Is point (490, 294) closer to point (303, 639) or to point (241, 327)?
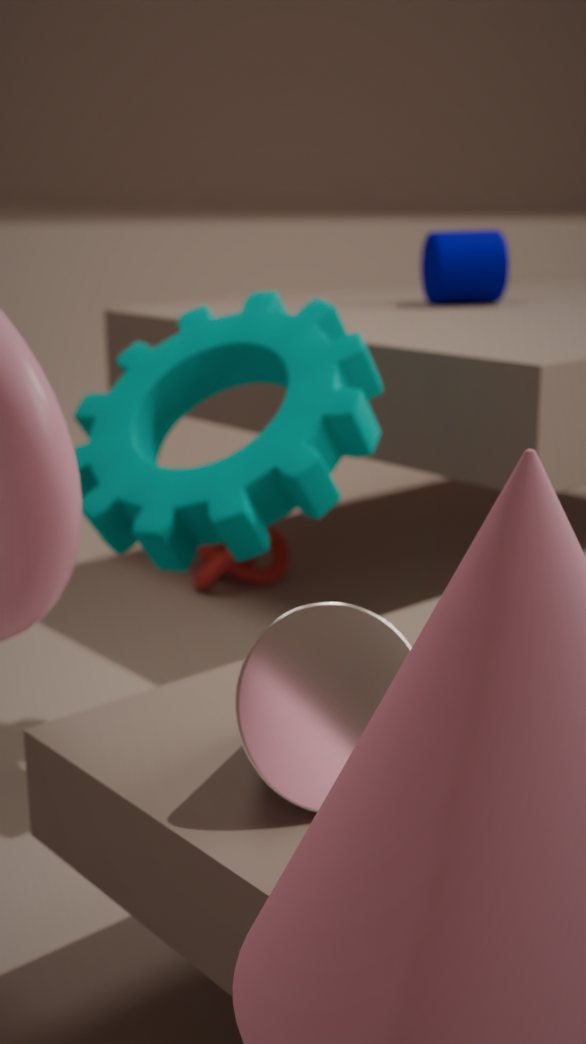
point (241, 327)
